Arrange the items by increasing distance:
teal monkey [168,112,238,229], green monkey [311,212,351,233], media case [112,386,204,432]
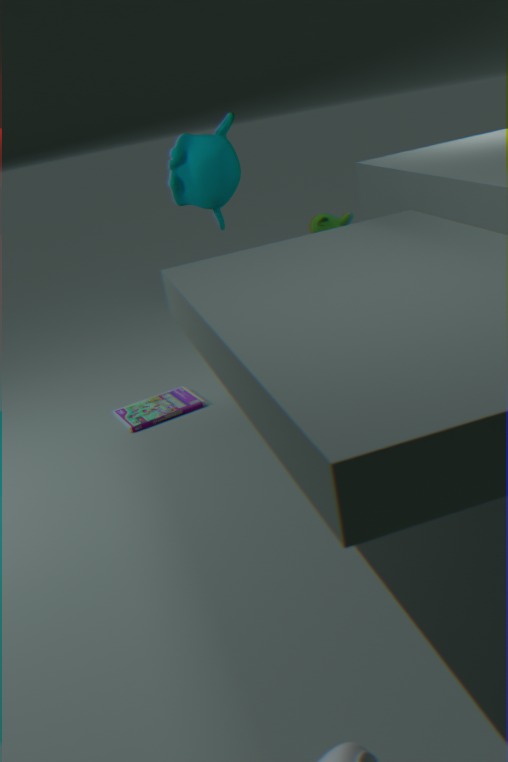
media case [112,386,204,432] → teal monkey [168,112,238,229] → green monkey [311,212,351,233]
